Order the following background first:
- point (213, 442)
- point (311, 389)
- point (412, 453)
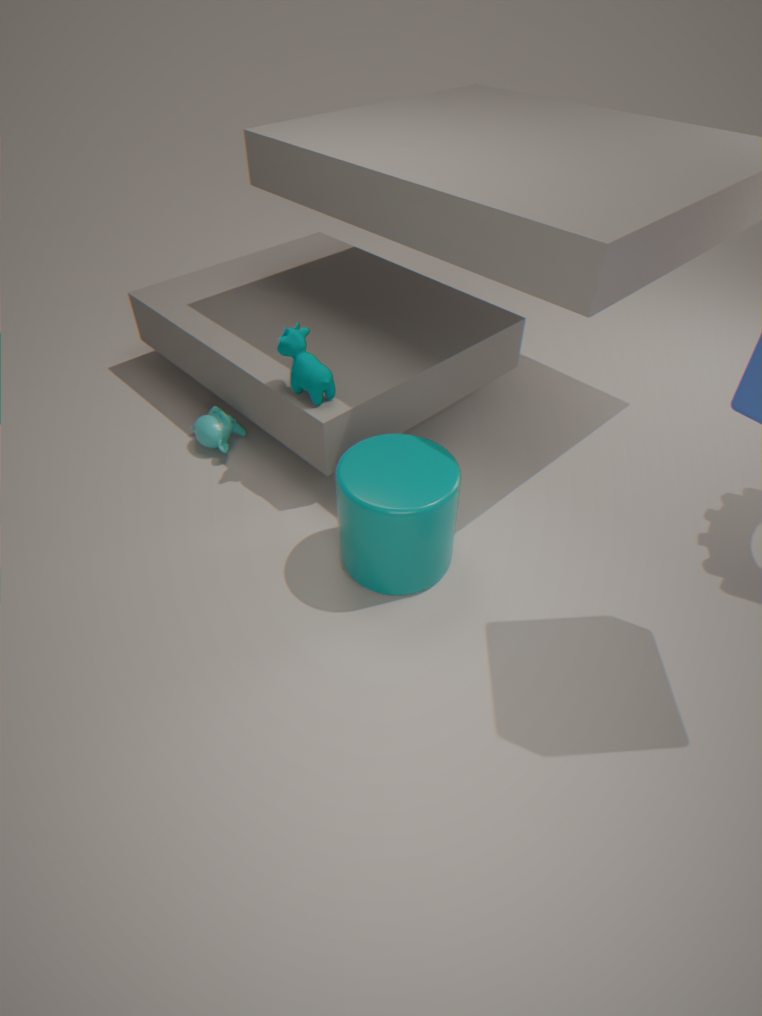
point (213, 442)
point (311, 389)
point (412, 453)
